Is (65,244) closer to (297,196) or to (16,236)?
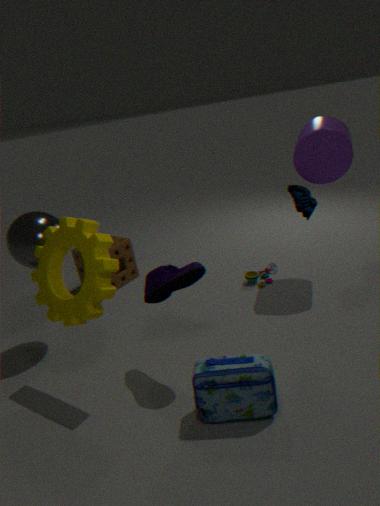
(16,236)
